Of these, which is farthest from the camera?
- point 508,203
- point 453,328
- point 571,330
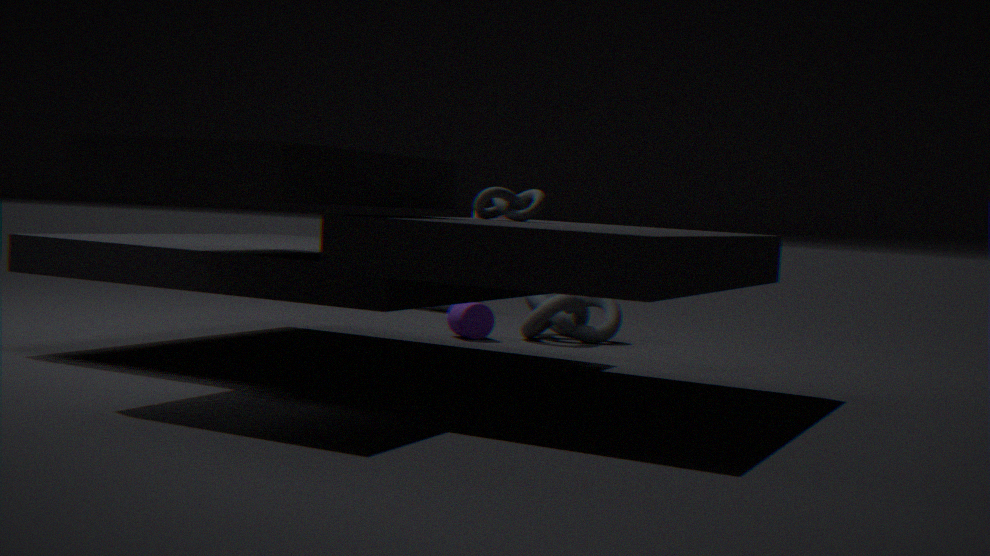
point 571,330
